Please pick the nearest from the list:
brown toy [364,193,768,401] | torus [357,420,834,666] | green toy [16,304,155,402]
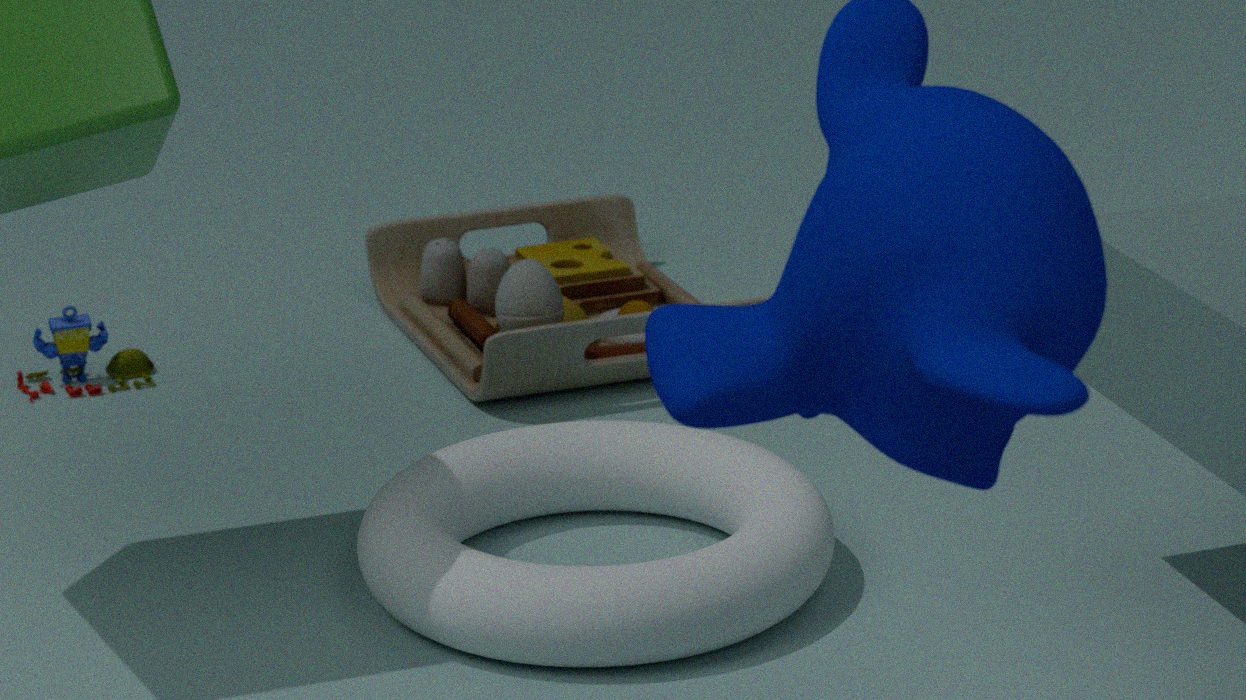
torus [357,420,834,666]
